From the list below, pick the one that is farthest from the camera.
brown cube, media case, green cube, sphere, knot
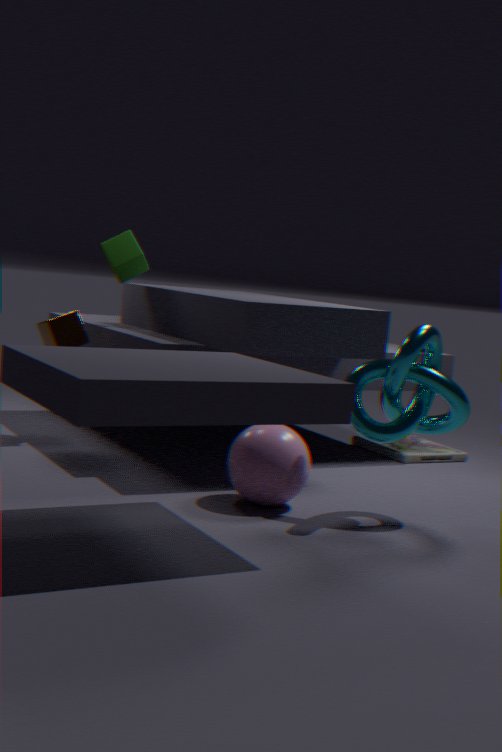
media case
